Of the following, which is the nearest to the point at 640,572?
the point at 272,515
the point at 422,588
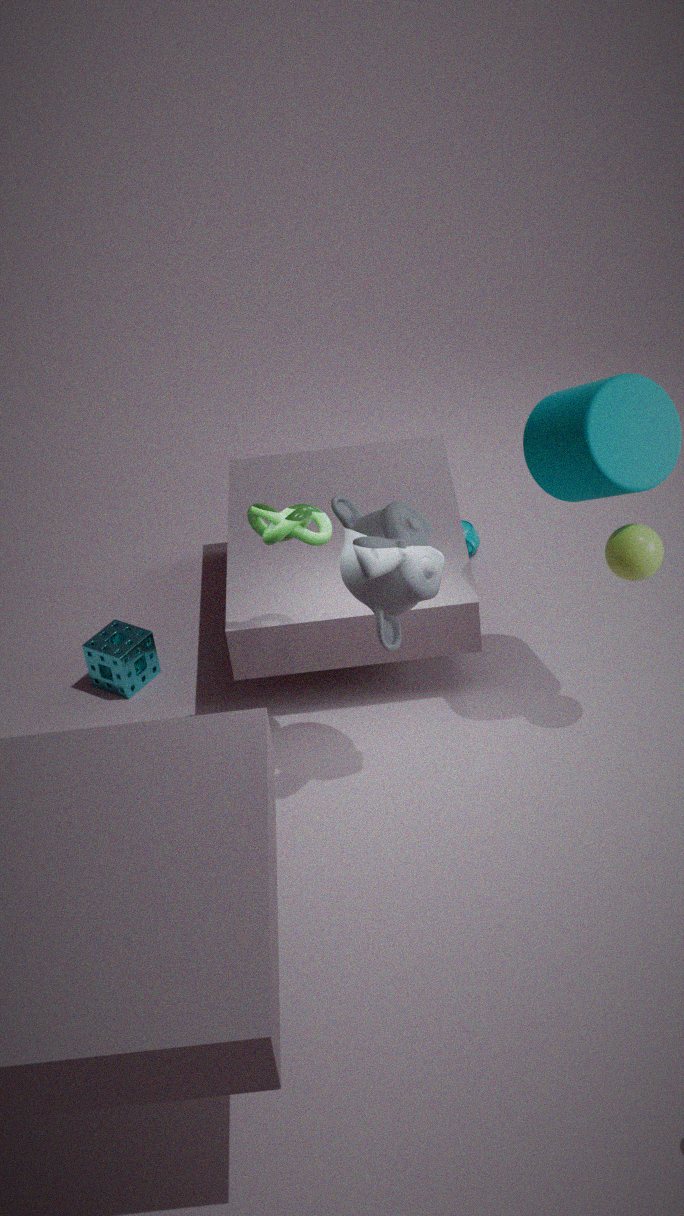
the point at 422,588
